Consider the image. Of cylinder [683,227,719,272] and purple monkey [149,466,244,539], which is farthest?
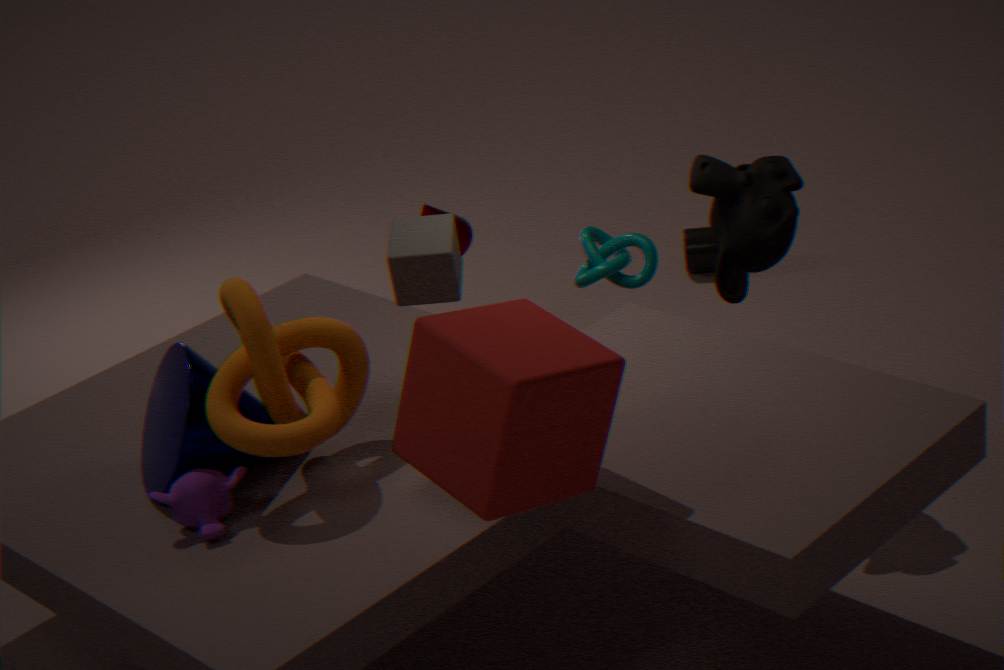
cylinder [683,227,719,272]
